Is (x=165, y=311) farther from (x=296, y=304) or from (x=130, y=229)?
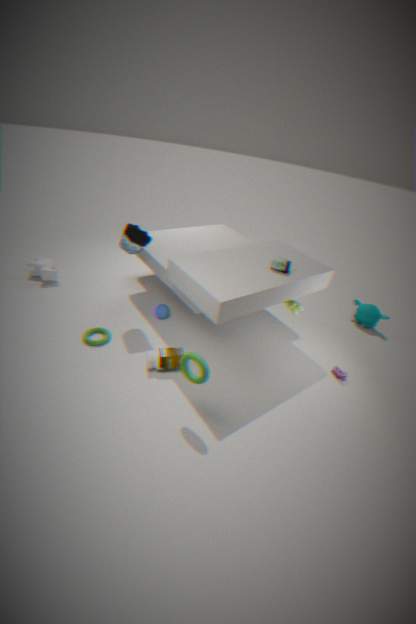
(x=296, y=304)
